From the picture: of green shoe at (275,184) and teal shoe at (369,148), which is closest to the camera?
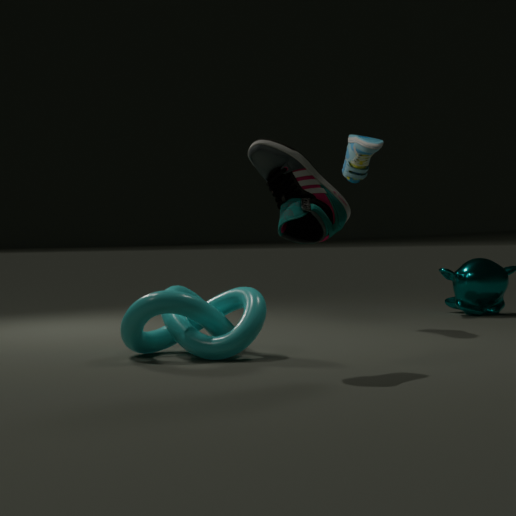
green shoe at (275,184)
